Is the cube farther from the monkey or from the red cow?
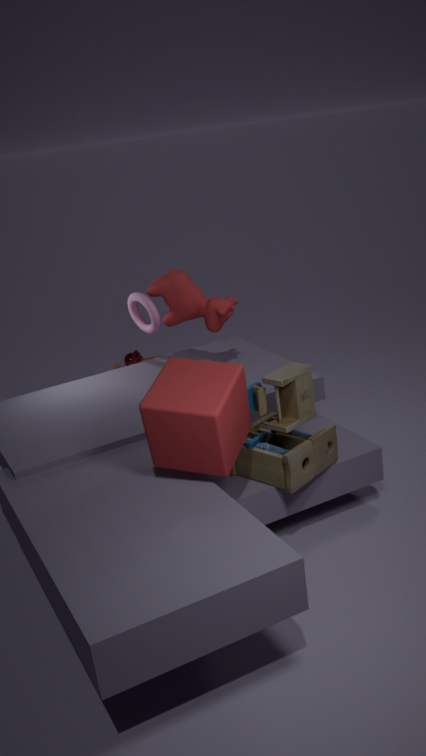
the monkey
